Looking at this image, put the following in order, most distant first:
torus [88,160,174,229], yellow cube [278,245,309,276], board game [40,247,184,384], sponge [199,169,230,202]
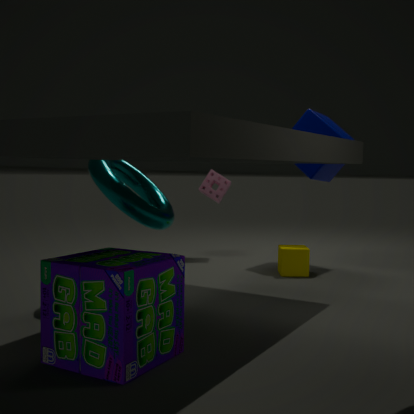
sponge [199,169,230,202]
yellow cube [278,245,309,276]
torus [88,160,174,229]
board game [40,247,184,384]
